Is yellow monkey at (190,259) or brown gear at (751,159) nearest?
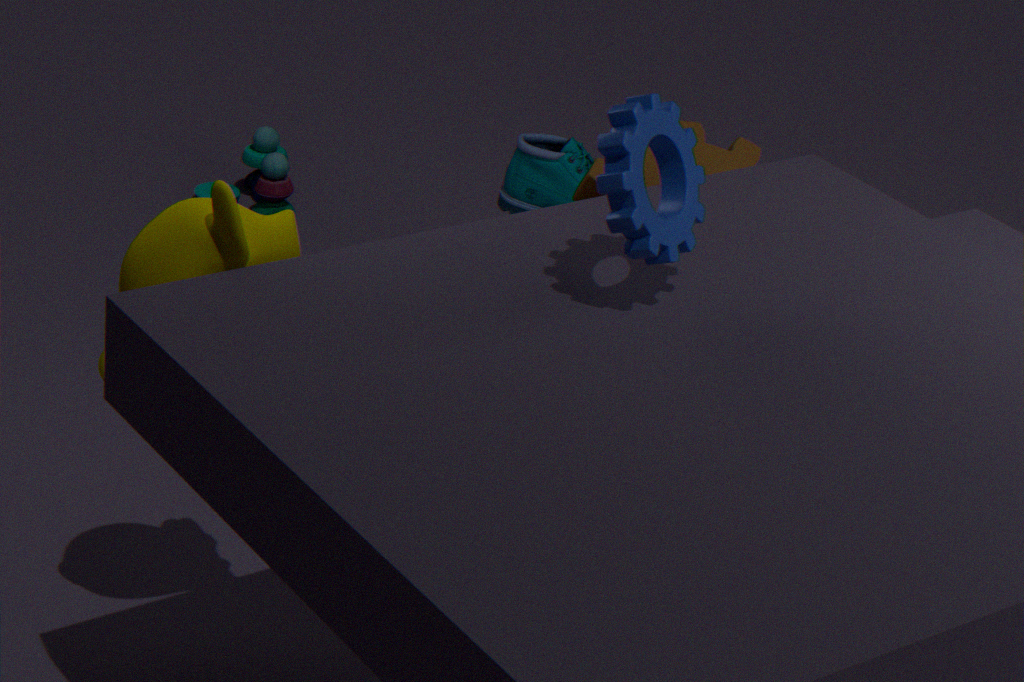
yellow monkey at (190,259)
